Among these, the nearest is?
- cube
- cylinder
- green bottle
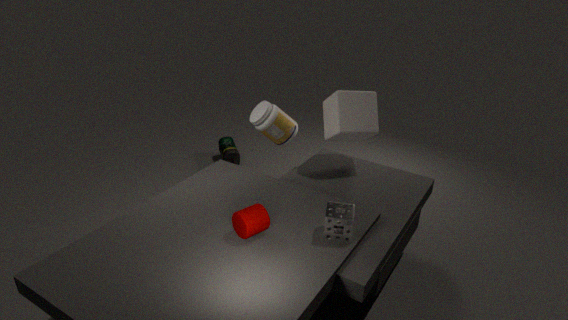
cylinder
